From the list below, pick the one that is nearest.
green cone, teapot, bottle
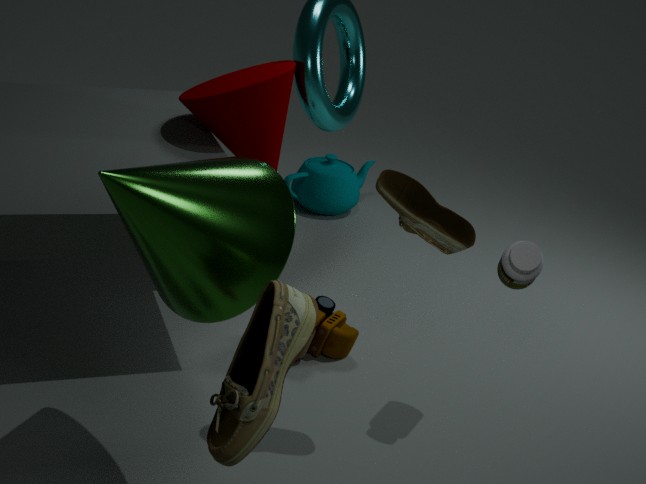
green cone
